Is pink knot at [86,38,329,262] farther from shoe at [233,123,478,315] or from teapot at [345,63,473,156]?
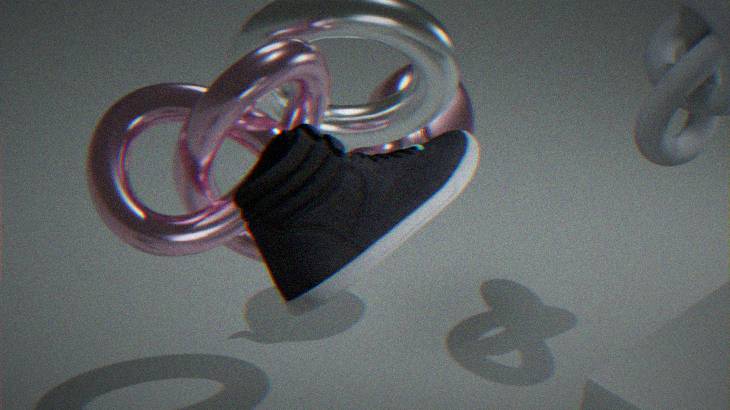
teapot at [345,63,473,156]
